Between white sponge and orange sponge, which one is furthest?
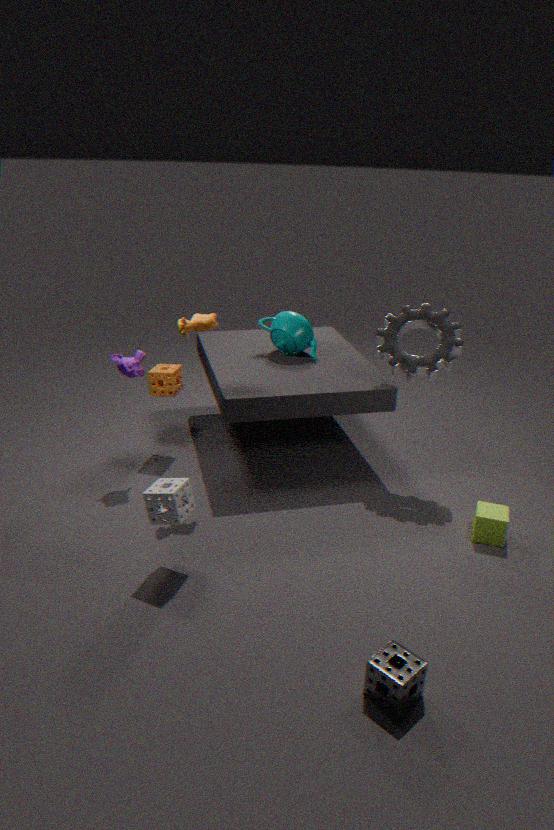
orange sponge
